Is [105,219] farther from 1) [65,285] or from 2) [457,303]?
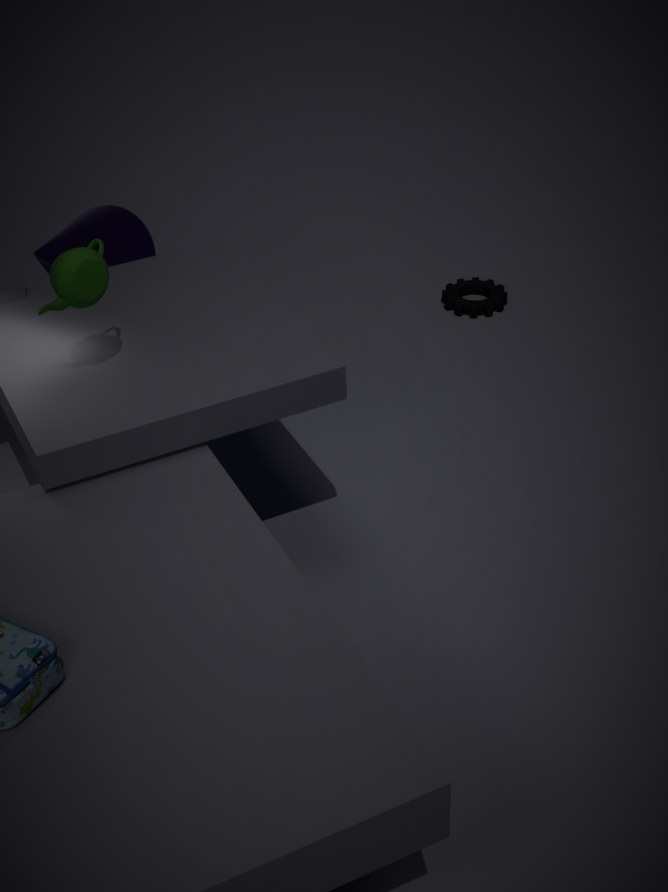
2) [457,303]
